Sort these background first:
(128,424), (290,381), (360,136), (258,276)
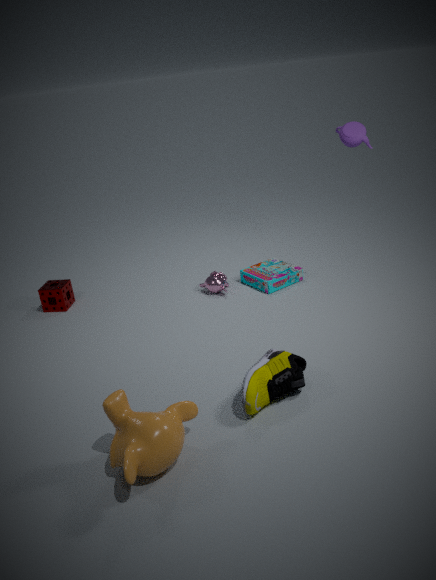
(258,276) < (360,136) < (290,381) < (128,424)
